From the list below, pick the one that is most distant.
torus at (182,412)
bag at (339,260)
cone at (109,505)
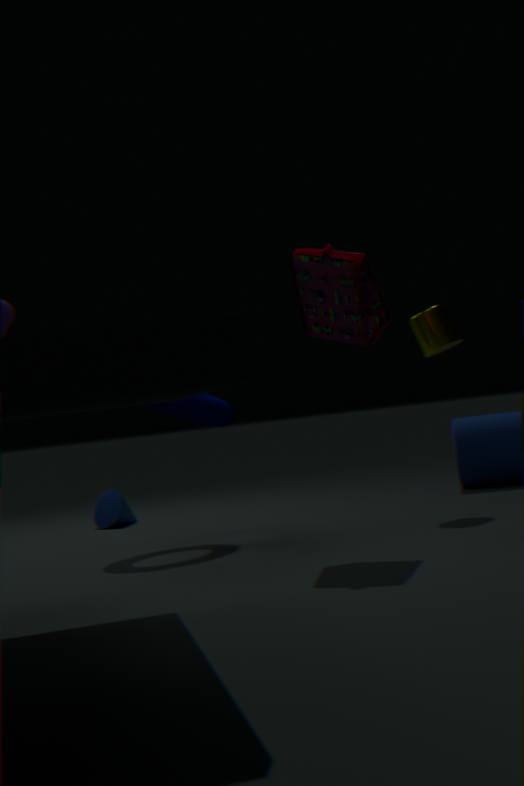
cone at (109,505)
